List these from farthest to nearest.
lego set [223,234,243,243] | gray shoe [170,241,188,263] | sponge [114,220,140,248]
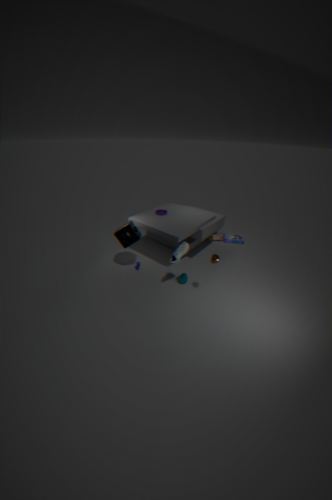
lego set [223,234,243,243] → sponge [114,220,140,248] → gray shoe [170,241,188,263]
